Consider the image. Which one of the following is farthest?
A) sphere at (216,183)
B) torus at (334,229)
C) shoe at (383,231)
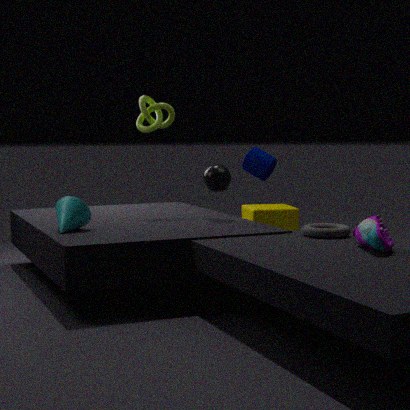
sphere at (216,183)
